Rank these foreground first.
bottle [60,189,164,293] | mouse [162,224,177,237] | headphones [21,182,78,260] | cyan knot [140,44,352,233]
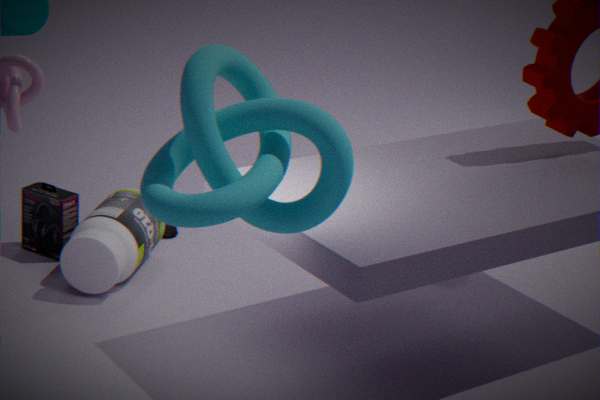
cyan knot [140,44,352,233], bottle [60,189,164,293], headphones [21,182,78,260], mouse [162,224,177,237]
